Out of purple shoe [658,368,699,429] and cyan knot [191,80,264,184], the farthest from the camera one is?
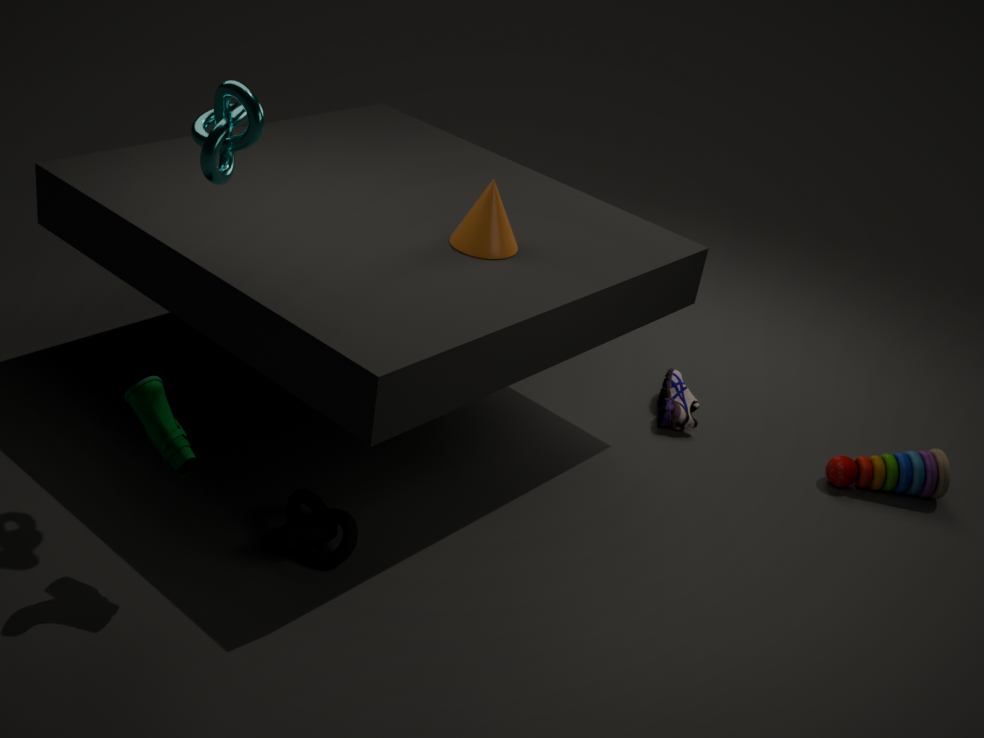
purple shoe [658,368,699,429]
